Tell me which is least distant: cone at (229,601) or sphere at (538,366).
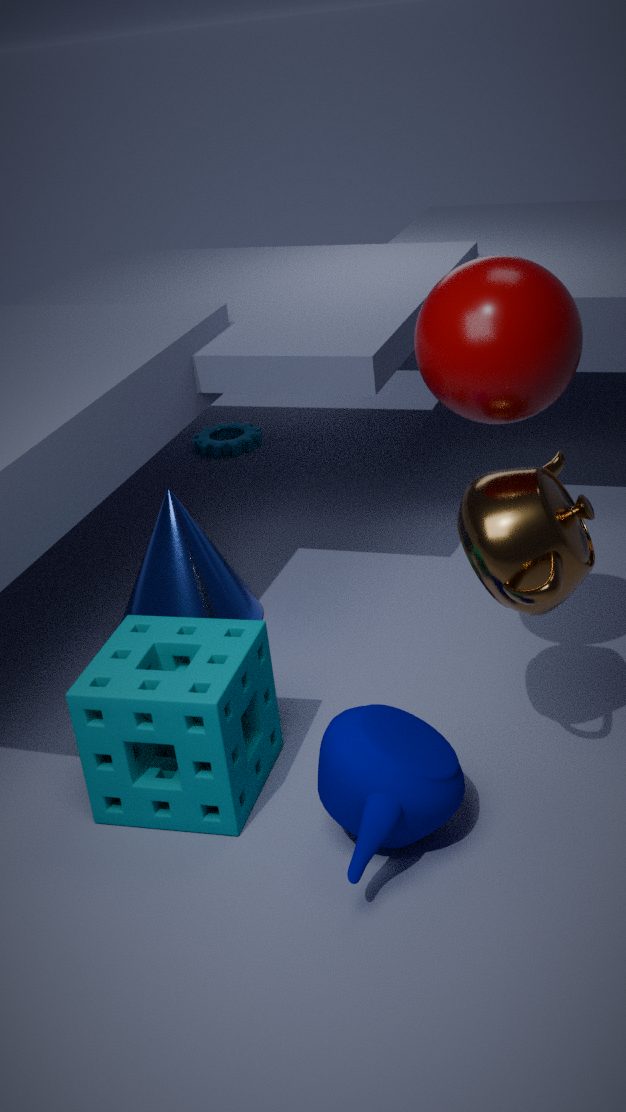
sphere at (538,366)
